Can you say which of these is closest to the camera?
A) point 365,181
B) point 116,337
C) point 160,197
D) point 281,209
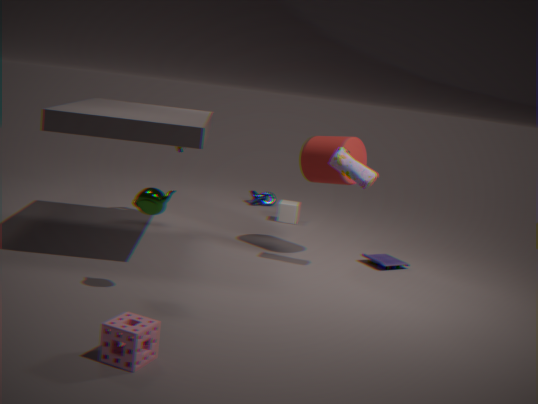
point 116,337
